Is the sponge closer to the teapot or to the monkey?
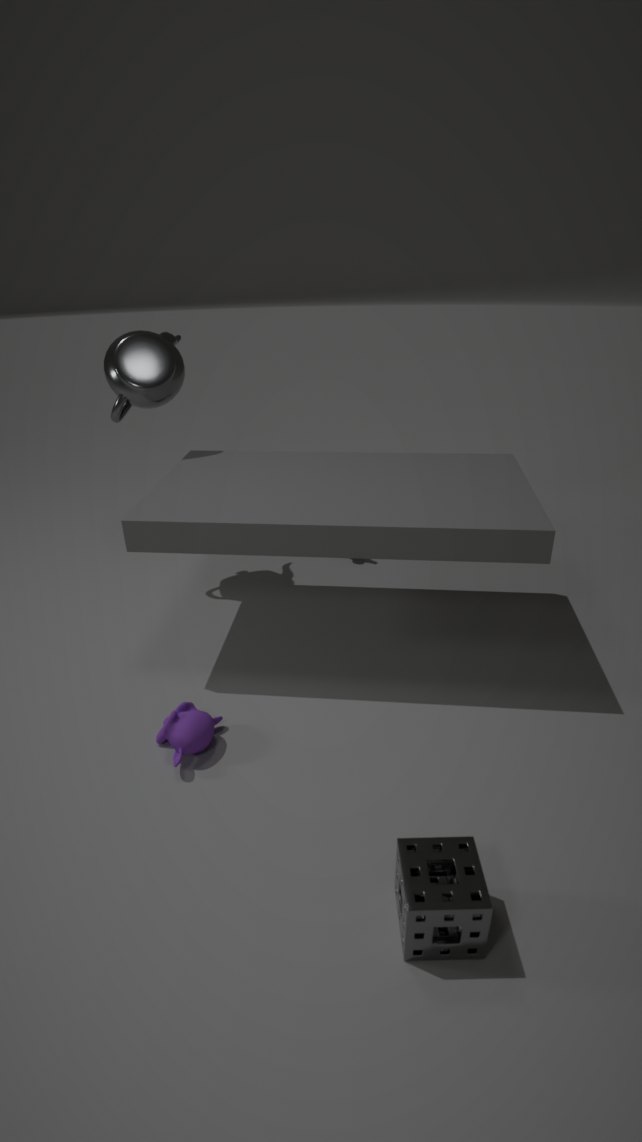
the monkey
